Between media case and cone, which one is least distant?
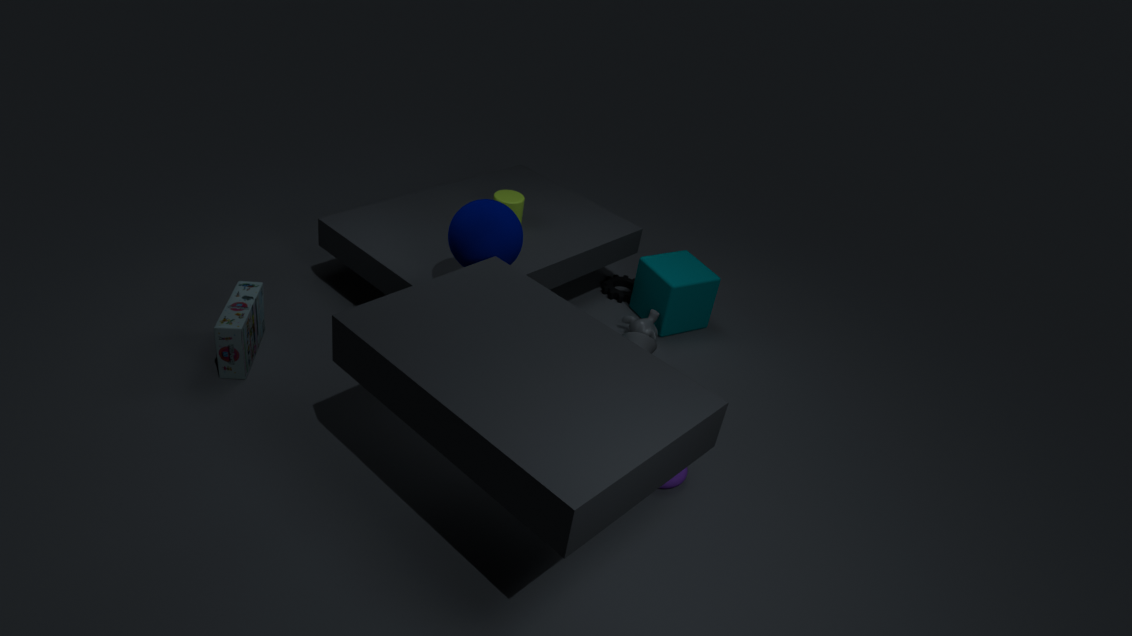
media case
